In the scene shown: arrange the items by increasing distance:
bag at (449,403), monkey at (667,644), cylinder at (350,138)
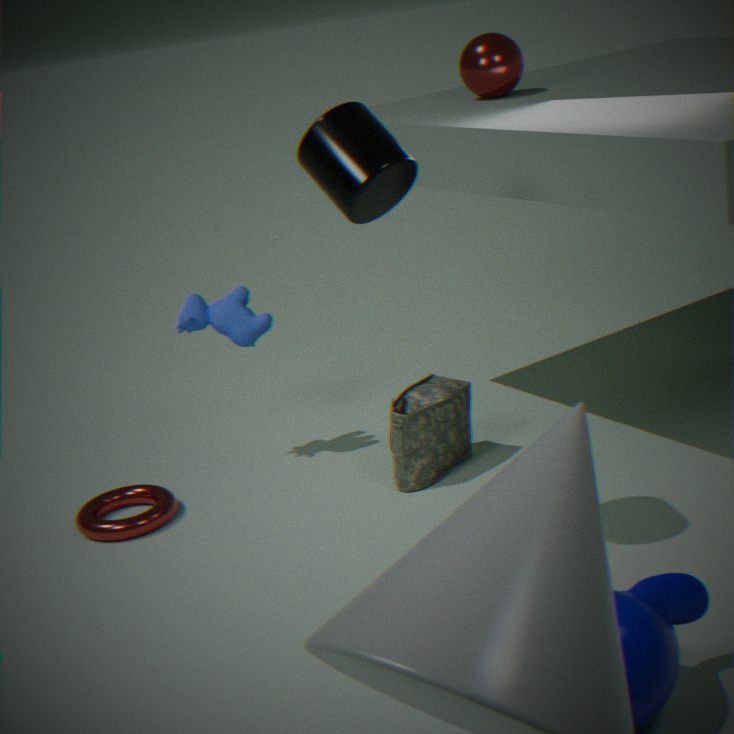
monkey at (667,644), cylinder at (350,138), bag at (449,403)
